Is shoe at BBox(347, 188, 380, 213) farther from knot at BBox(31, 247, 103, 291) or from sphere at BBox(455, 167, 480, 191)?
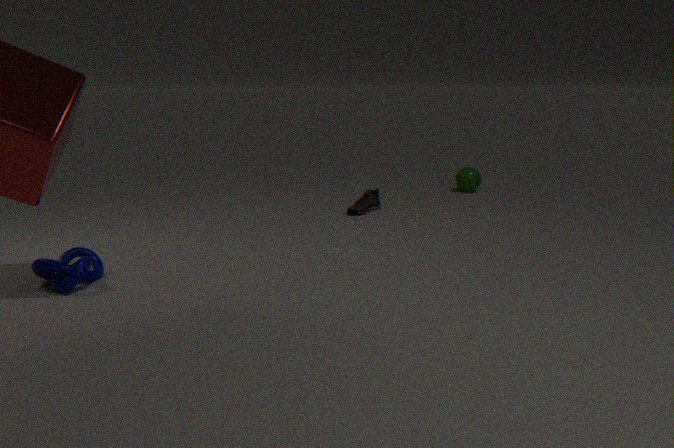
knot at BBox(31, 247, 103, 291)
